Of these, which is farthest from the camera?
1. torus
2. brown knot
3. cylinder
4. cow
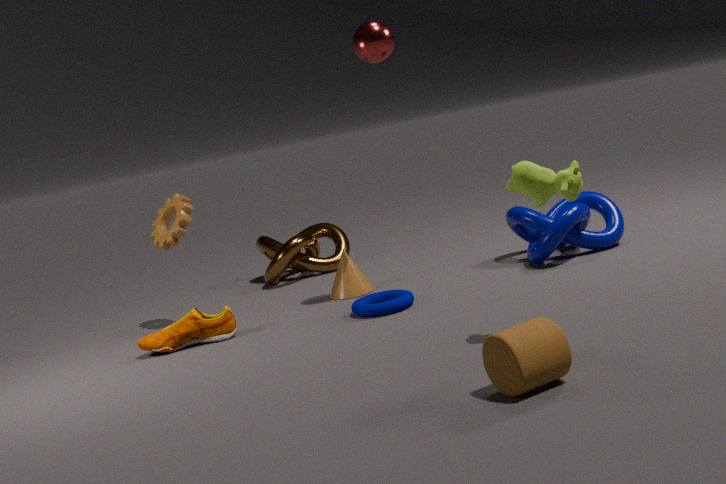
brown knot
